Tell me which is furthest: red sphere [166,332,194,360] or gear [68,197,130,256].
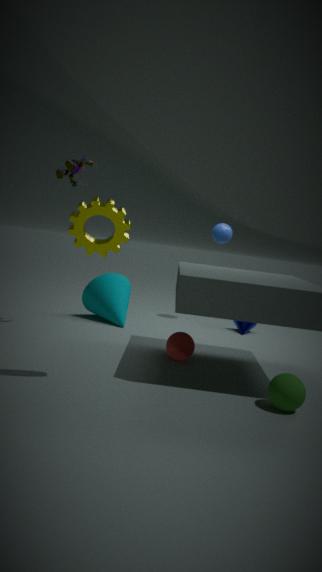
red sphere [166,332,194,360]
